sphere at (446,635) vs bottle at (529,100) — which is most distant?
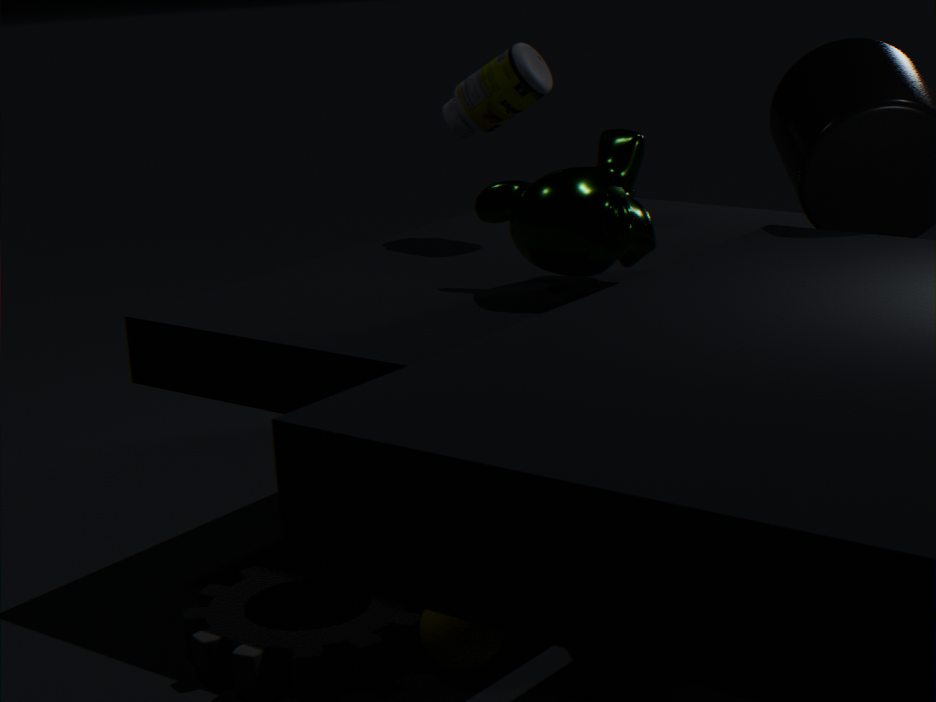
bottle at (529,100)
